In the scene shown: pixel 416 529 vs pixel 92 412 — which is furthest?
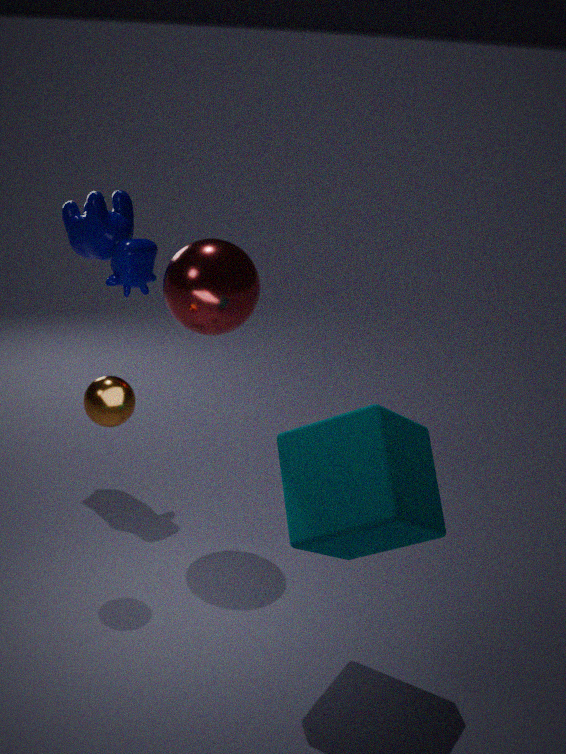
pixel 92 412
